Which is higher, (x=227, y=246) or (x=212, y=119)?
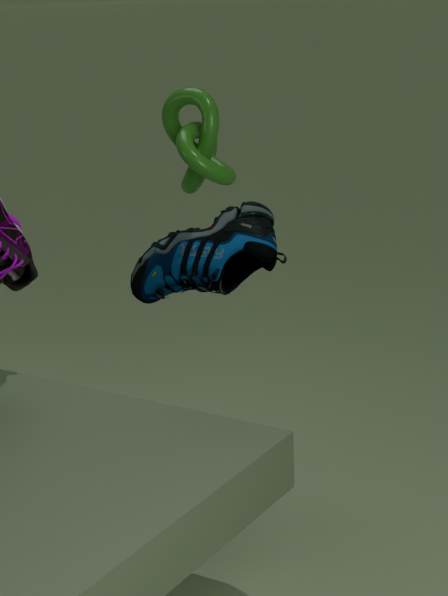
(x=212, y=119)
